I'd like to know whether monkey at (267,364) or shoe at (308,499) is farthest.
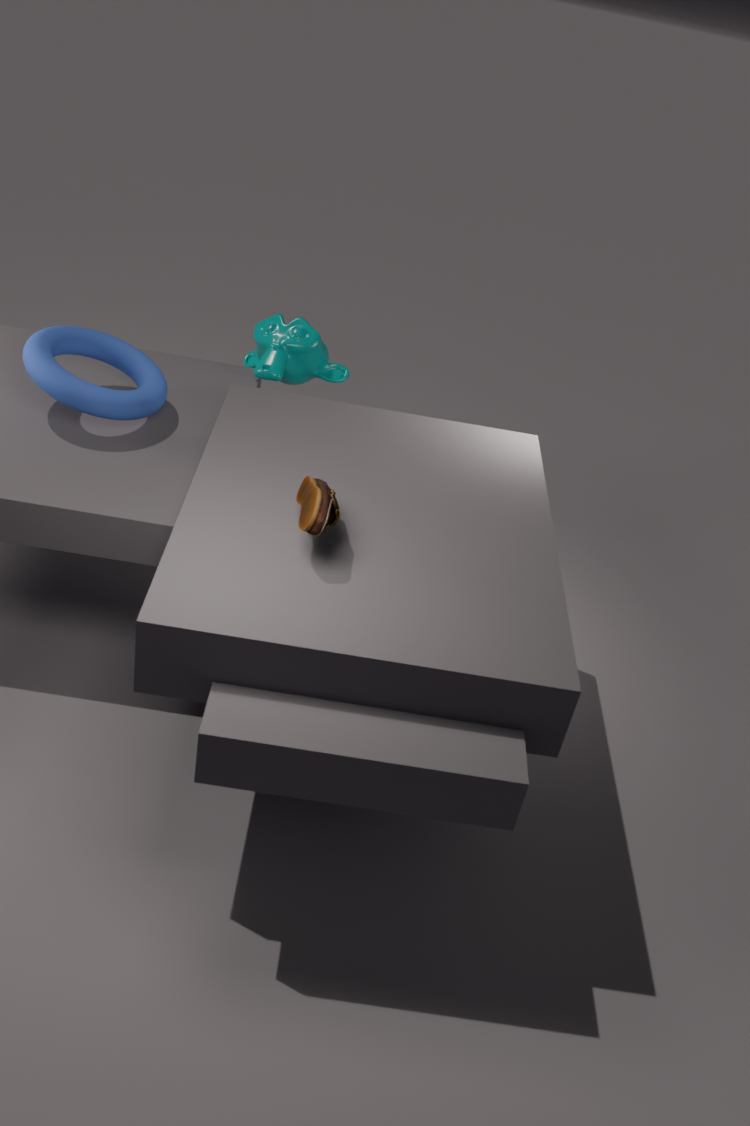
monkey at (267,364)
